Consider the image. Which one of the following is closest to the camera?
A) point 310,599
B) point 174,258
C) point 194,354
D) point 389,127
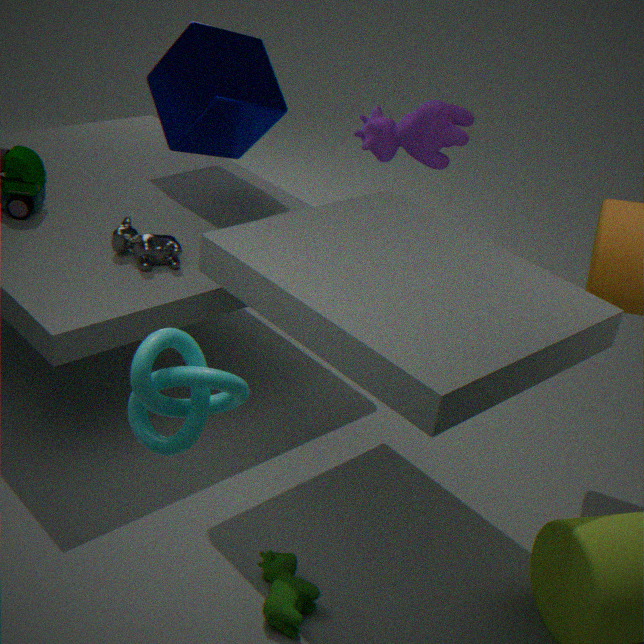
point 194,354
